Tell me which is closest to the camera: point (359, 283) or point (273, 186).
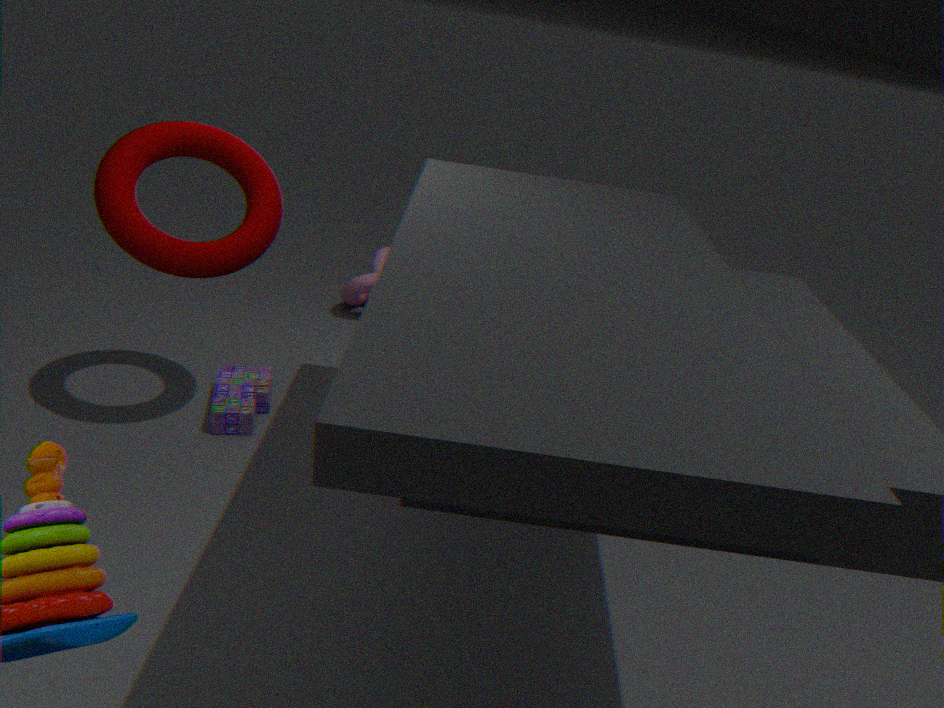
point (273, 186)
